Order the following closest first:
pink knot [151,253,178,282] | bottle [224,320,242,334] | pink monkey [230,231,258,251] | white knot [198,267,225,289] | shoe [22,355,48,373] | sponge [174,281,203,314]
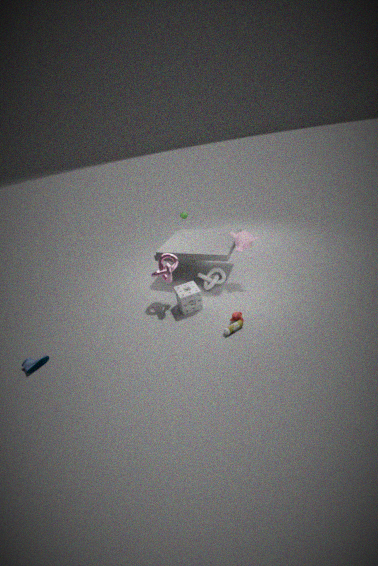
bottle [224,320,242,334]
shoe [22,355,48,373]
pink knot [151,253,178,282]
sponge [174,281,203,314]
pink monkey [230,231,258,251]
white knot [198,267,225,289]
